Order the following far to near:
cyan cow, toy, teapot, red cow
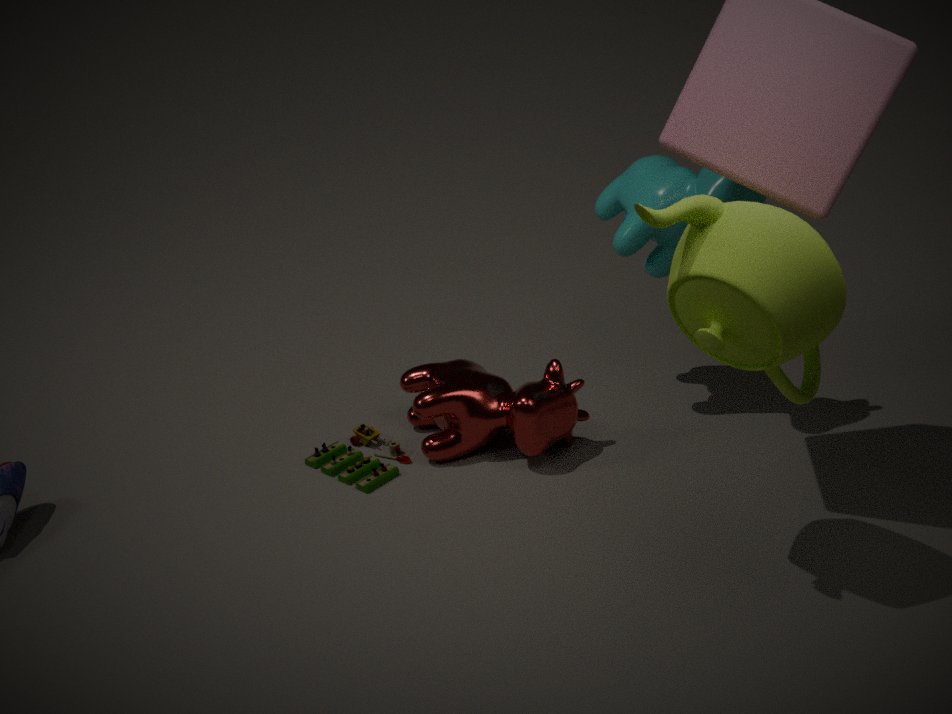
toy < red cow < cyan cow < teapot
